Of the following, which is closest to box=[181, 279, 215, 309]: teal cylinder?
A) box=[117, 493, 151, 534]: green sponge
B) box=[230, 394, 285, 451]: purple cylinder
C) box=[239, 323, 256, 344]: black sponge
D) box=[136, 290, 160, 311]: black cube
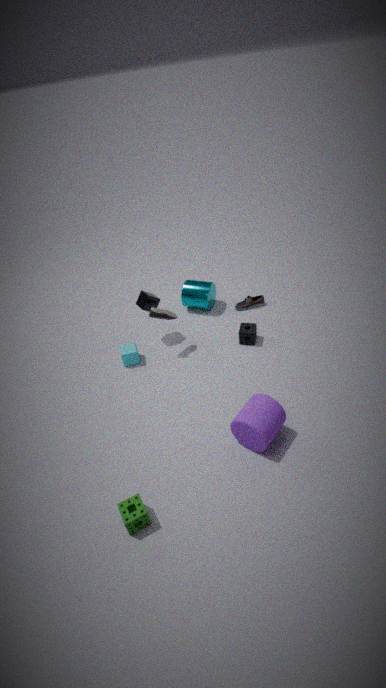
box=[136, 290, 160, 311]: black cube
